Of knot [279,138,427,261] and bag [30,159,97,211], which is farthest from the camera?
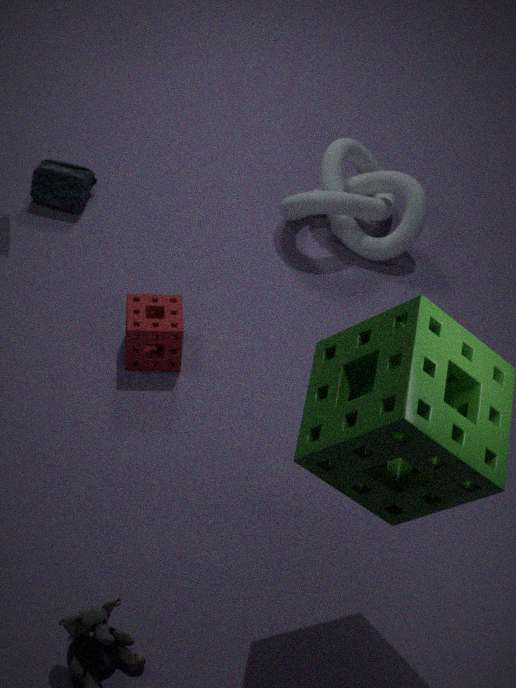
bag [30,159,97,211]
